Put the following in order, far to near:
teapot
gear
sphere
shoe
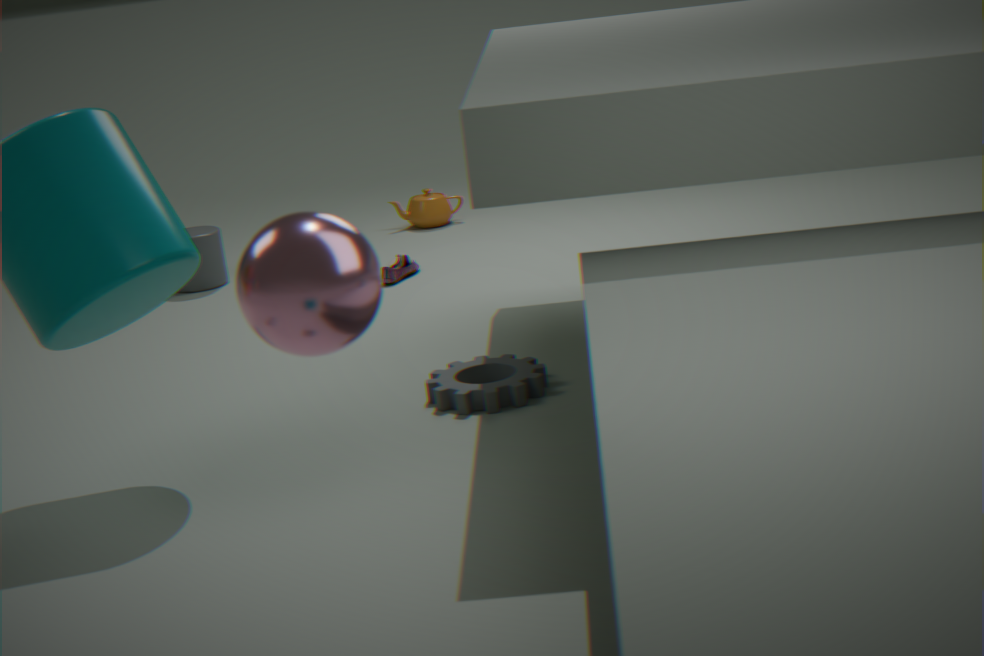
teapot < shoe < gear < sphere
